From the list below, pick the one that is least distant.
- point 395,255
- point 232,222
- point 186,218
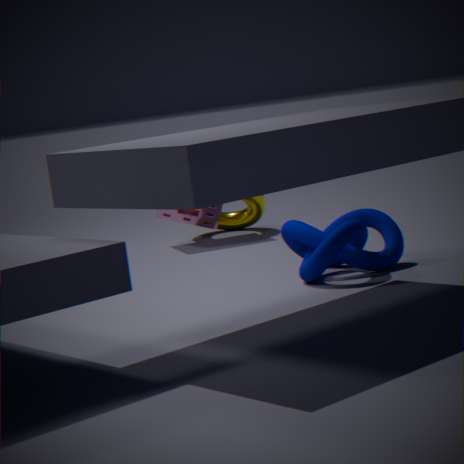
point 395,255
